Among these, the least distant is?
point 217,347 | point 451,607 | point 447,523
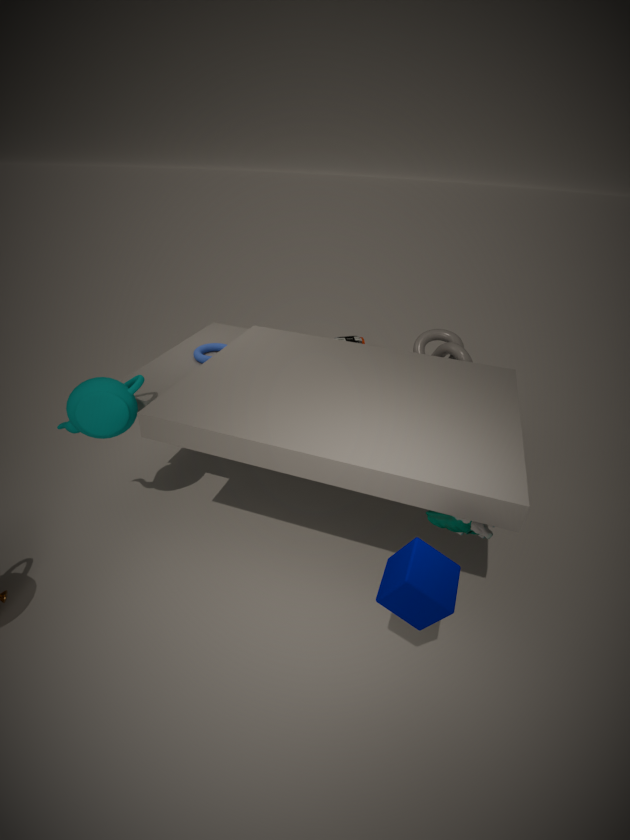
point 451,607
